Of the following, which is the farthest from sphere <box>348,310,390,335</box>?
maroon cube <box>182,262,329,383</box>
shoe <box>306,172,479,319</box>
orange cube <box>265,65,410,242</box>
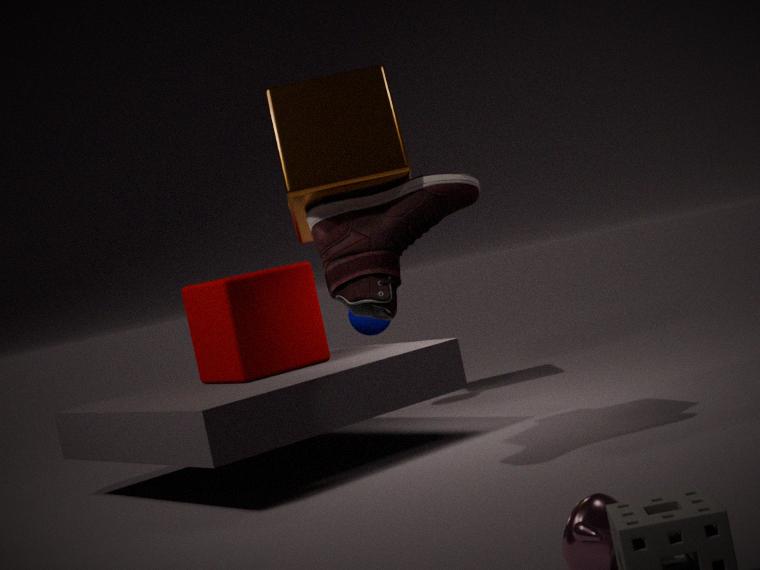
shoe <box>306,172,479,319</box>
